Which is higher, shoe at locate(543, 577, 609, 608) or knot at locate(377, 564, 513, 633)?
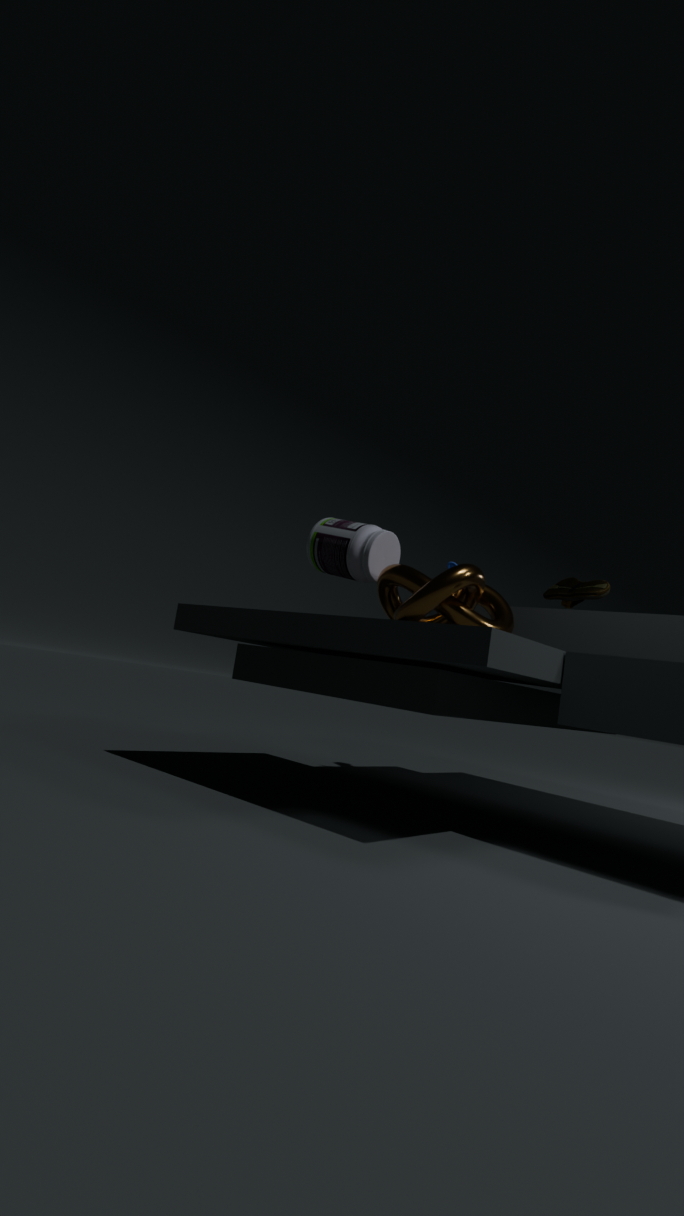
shoe at locate(543, 577, 609, 608)
